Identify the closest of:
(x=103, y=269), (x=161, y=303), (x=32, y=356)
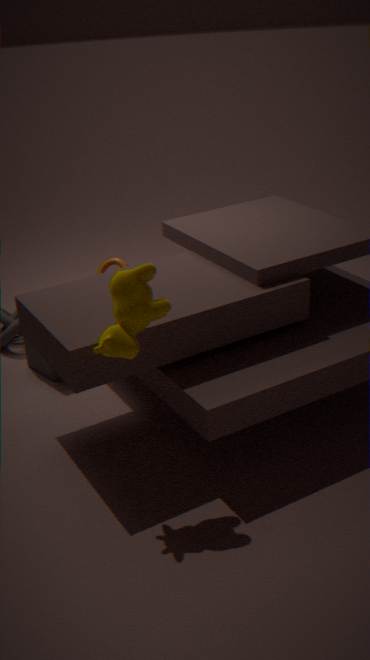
(x=161, y=303)
